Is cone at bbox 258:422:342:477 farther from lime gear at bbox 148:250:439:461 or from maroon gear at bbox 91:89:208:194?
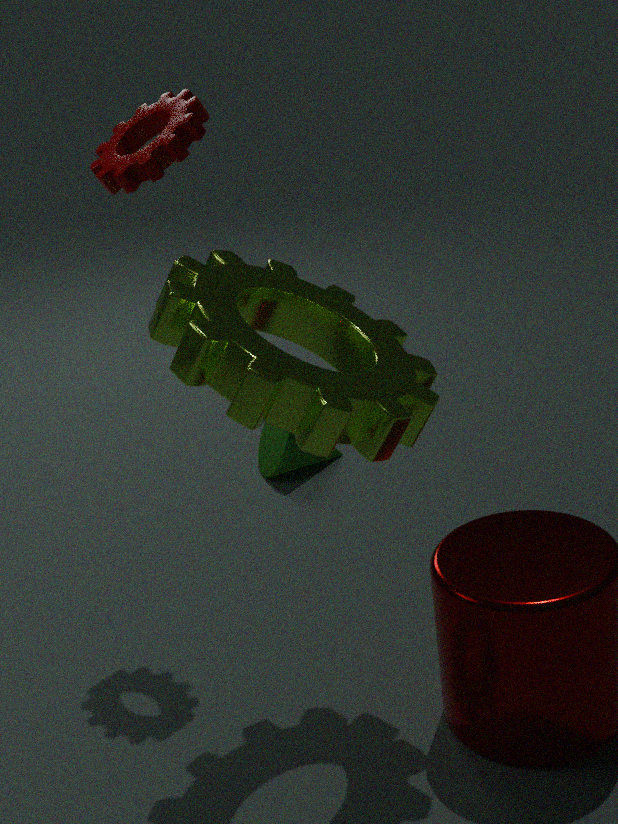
maroon gear at bbox 91:89:208:194
